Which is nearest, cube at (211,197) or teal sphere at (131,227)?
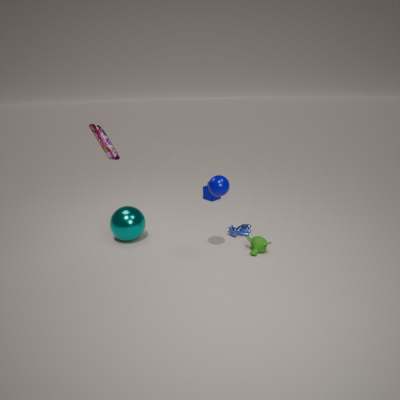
teal sphere at (131,227)
